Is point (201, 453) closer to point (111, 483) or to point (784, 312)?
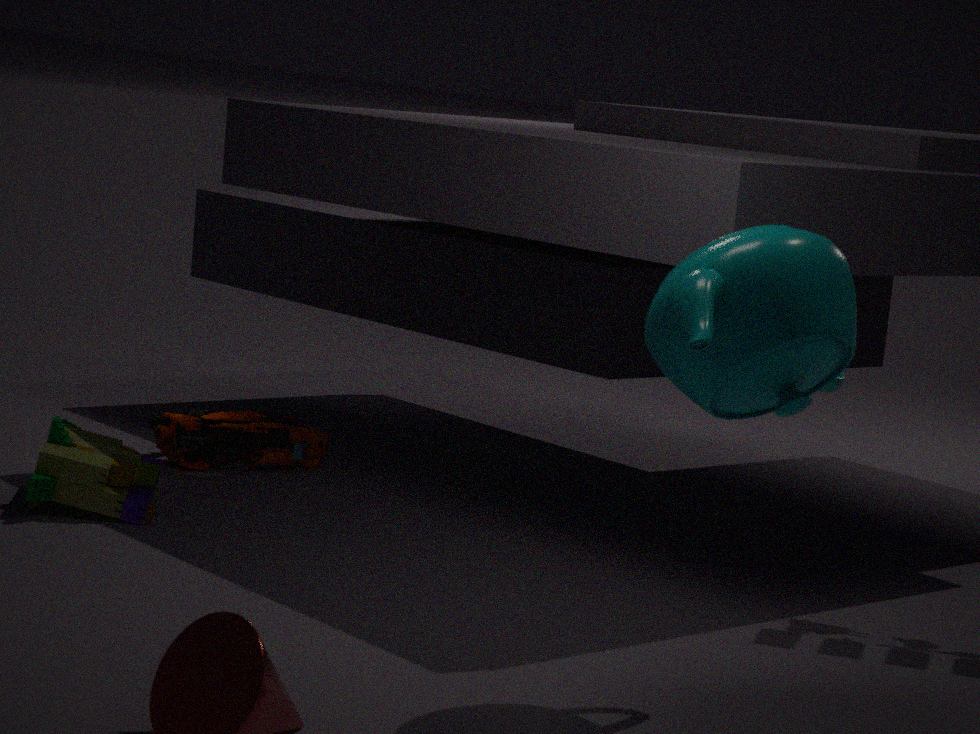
point (111, 483)
